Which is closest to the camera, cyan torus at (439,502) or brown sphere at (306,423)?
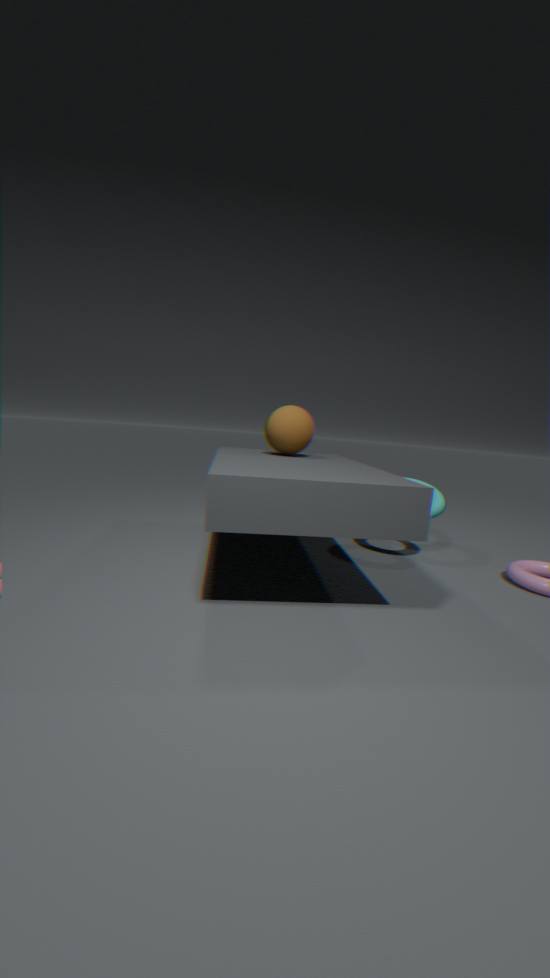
brown sphere at (306,423)
